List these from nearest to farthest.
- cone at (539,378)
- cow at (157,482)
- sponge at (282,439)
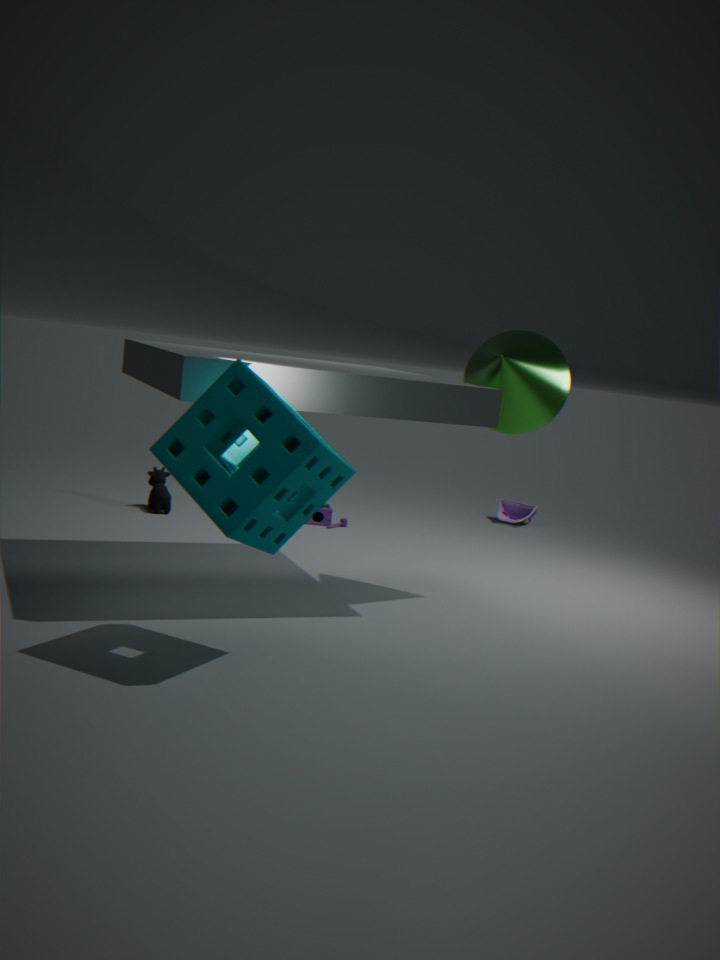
sponge at (282,439) < cone at (539,378) < cow at (157,482)
